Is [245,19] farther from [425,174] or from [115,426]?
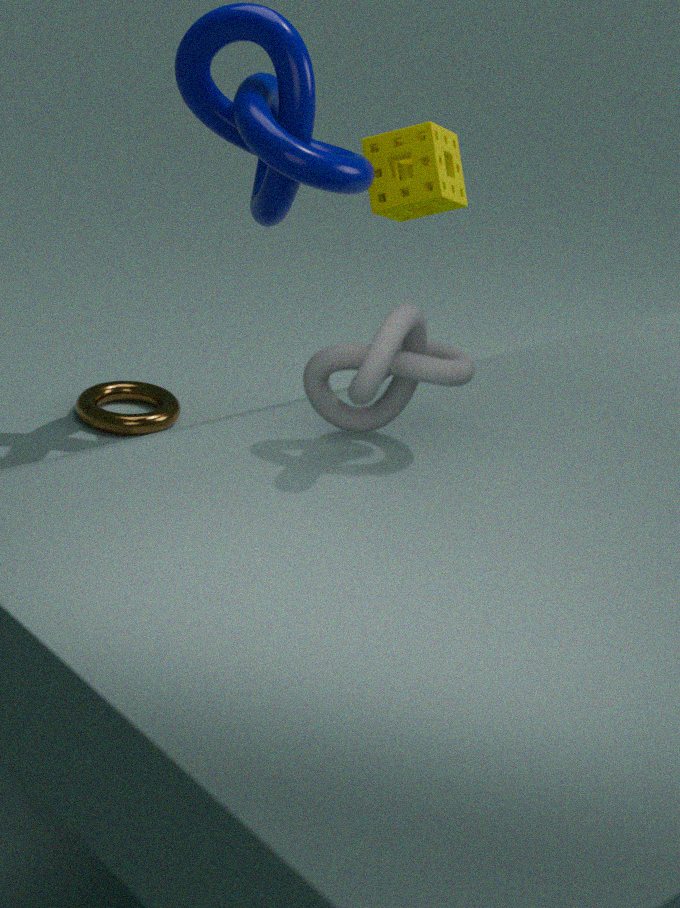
[115,426]
